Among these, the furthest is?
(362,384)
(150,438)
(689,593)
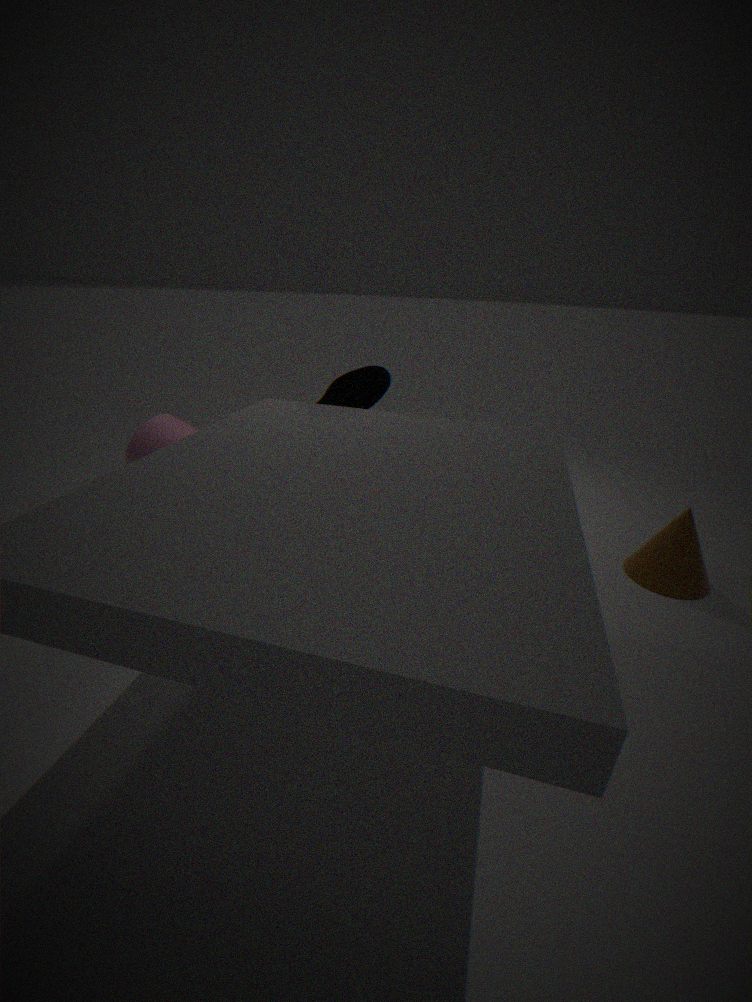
(689,593)
